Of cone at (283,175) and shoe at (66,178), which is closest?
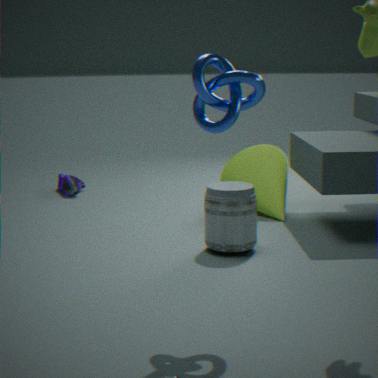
cone at (283,175)
